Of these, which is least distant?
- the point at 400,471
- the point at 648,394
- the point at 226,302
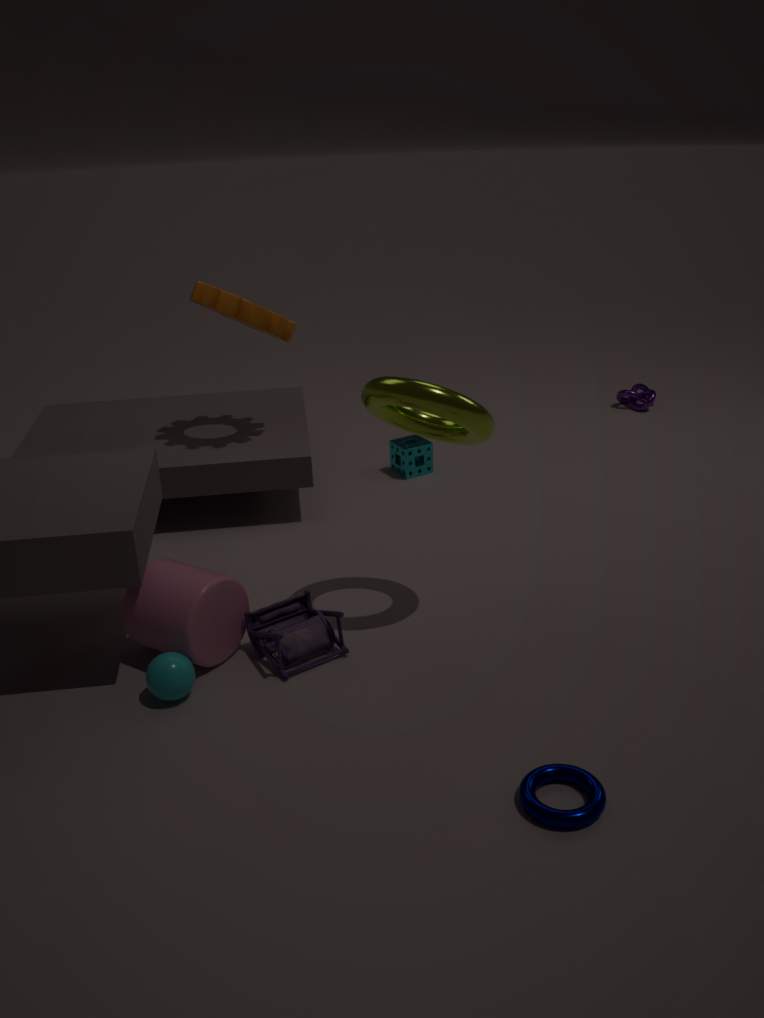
the point at 226,302
